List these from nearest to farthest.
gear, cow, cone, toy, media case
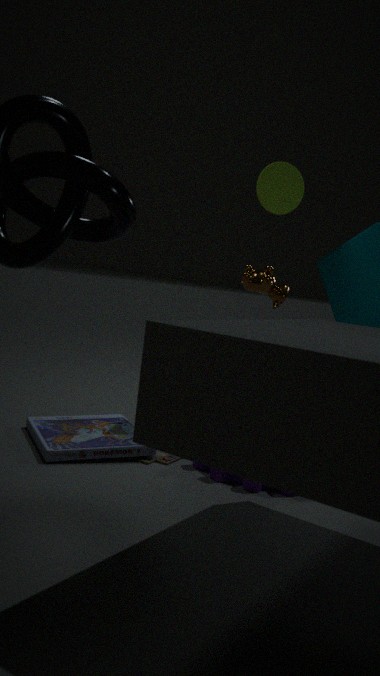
gear < media case < toy < cone < cow
